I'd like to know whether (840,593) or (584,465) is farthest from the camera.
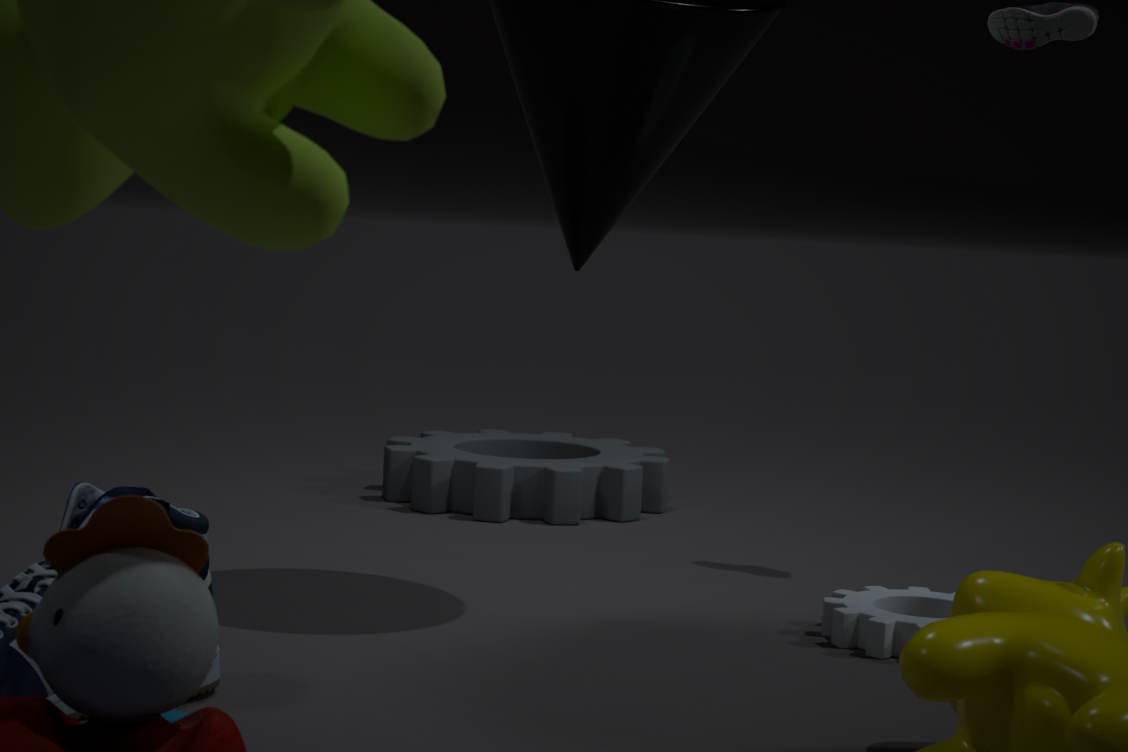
(584,465)
